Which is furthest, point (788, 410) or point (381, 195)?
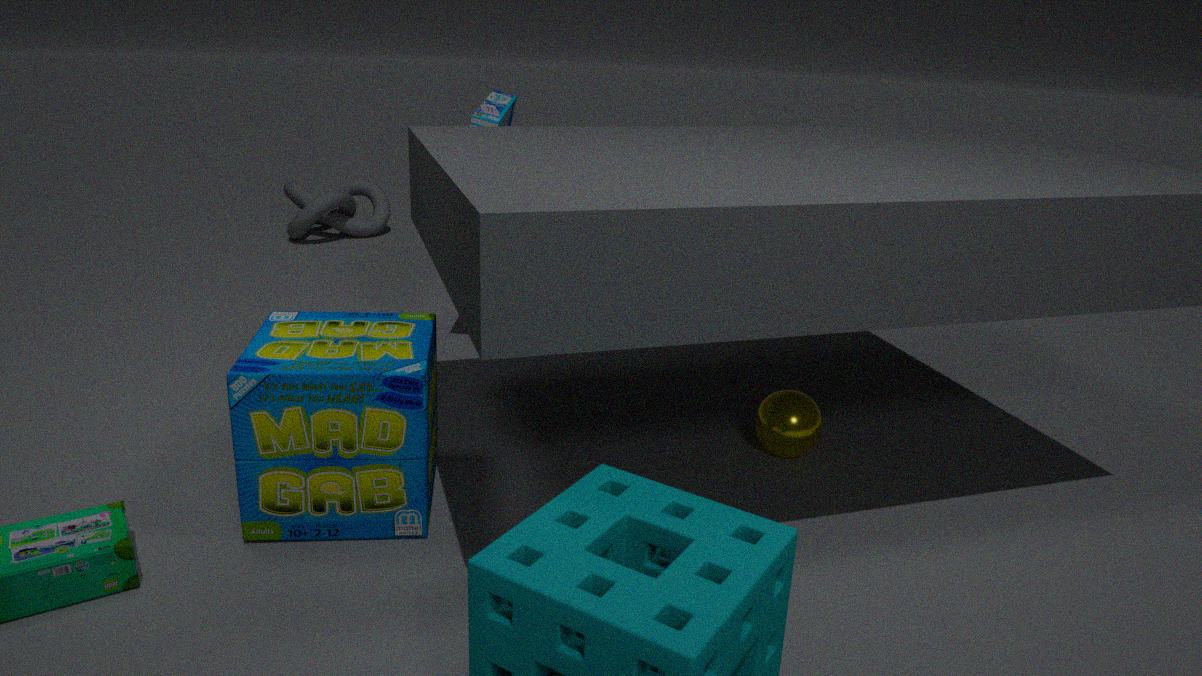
point (381, 195)
